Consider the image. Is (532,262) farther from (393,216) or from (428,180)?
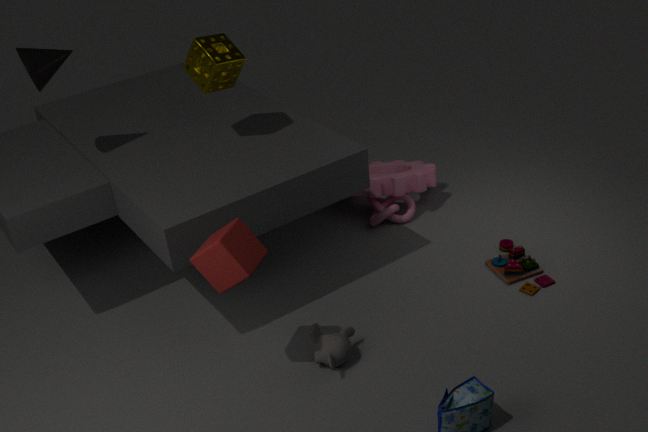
(428,180)
